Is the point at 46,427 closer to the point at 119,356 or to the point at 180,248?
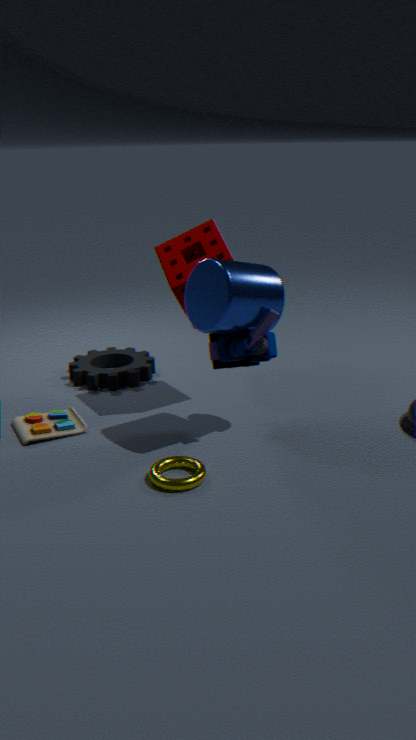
the point at 119,356
